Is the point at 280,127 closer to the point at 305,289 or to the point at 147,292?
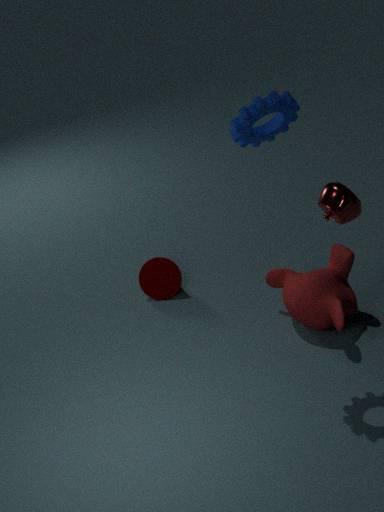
the point at 305,289
